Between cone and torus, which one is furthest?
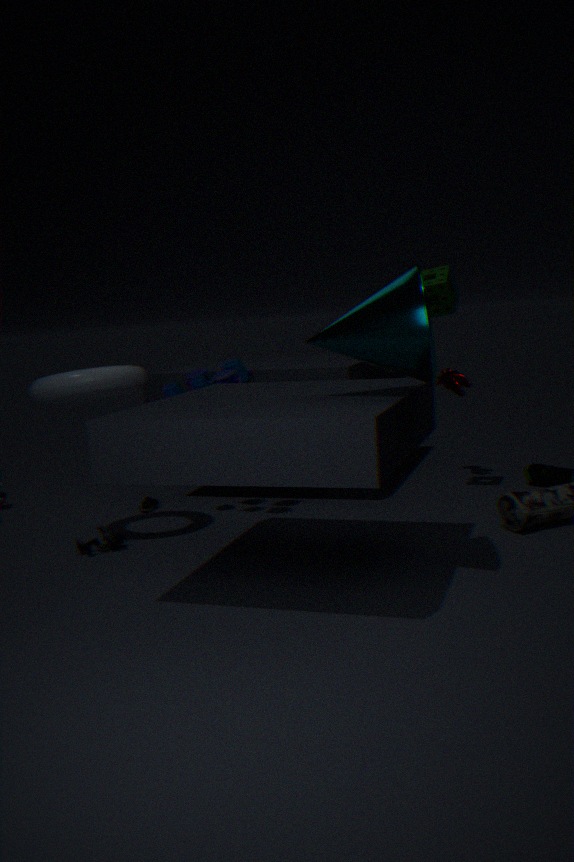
torus
